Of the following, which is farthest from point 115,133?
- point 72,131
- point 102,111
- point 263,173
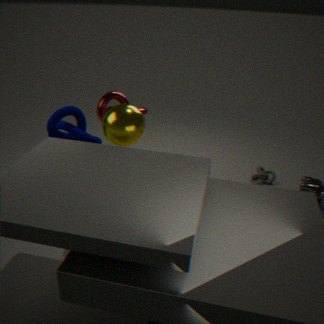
point 263,173
